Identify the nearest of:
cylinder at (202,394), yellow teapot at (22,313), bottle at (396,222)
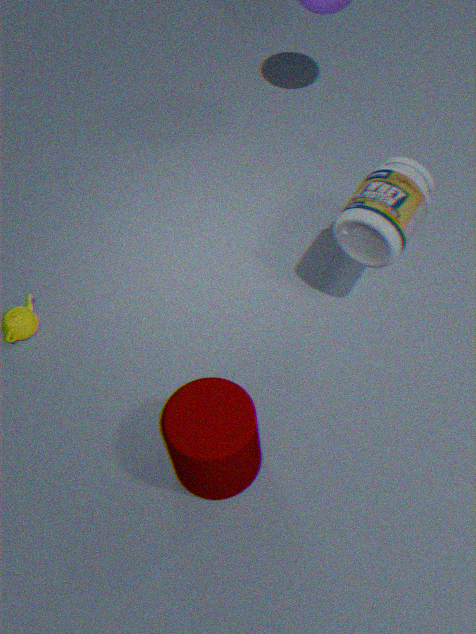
cylinder at (202,394)
